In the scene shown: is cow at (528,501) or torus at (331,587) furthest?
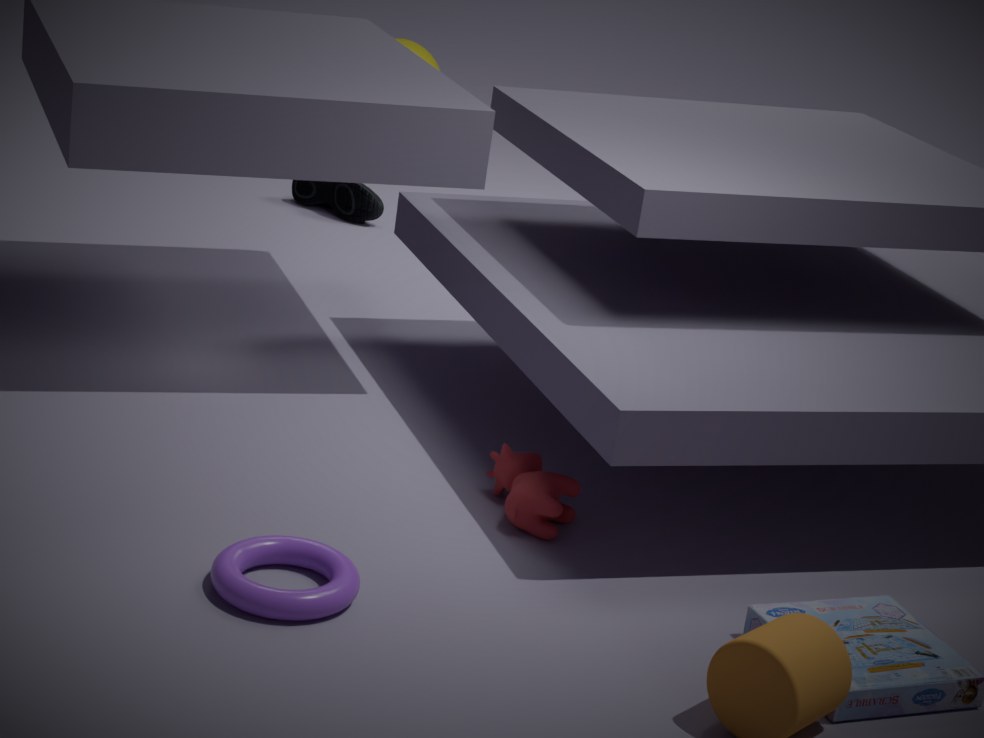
cow at (528,501)
